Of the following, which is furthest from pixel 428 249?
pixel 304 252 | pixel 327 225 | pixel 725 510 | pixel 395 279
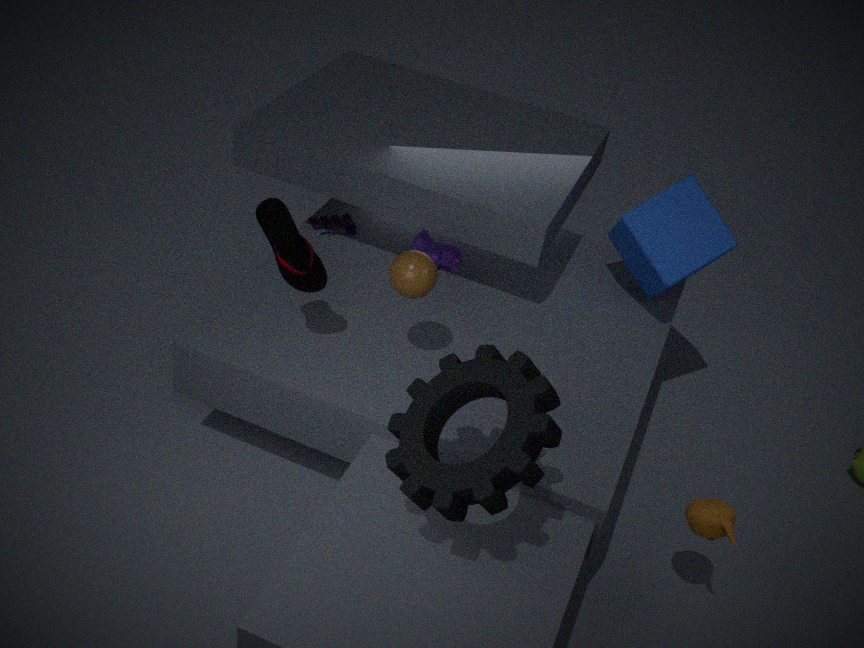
pixel 725 510
